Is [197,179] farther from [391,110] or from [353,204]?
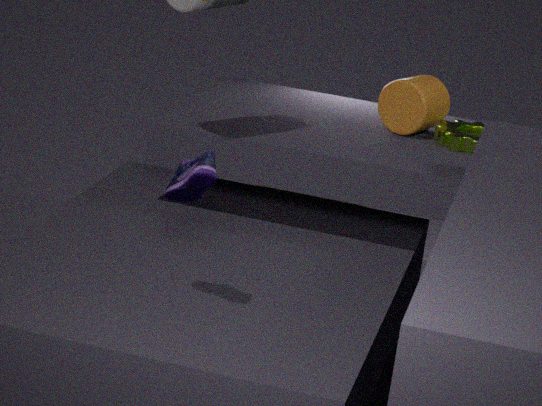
[353,204]
